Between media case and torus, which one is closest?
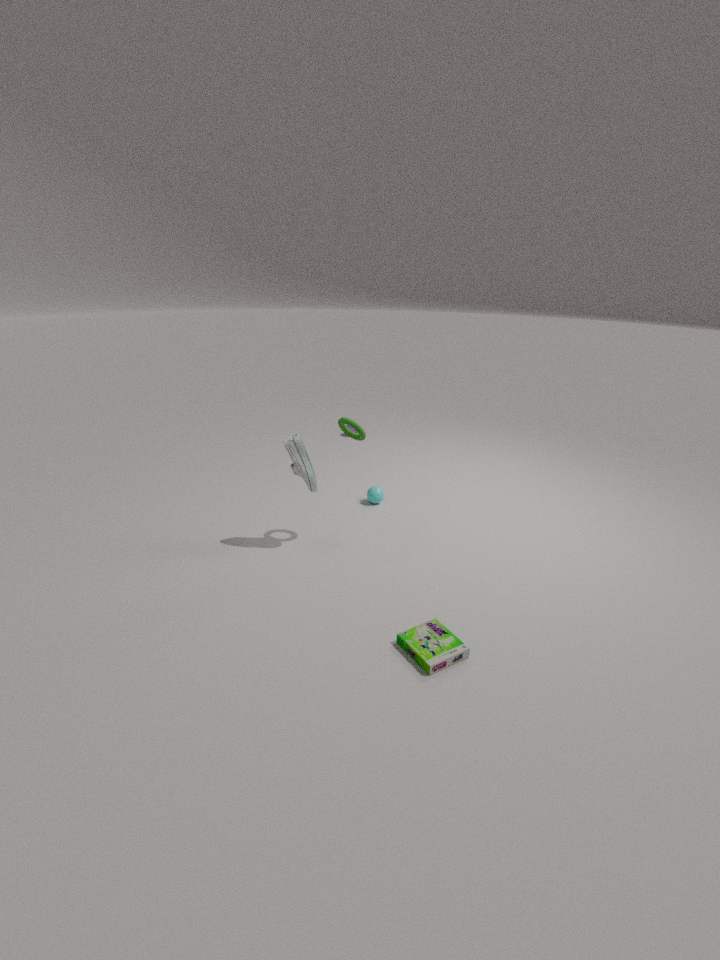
media case
